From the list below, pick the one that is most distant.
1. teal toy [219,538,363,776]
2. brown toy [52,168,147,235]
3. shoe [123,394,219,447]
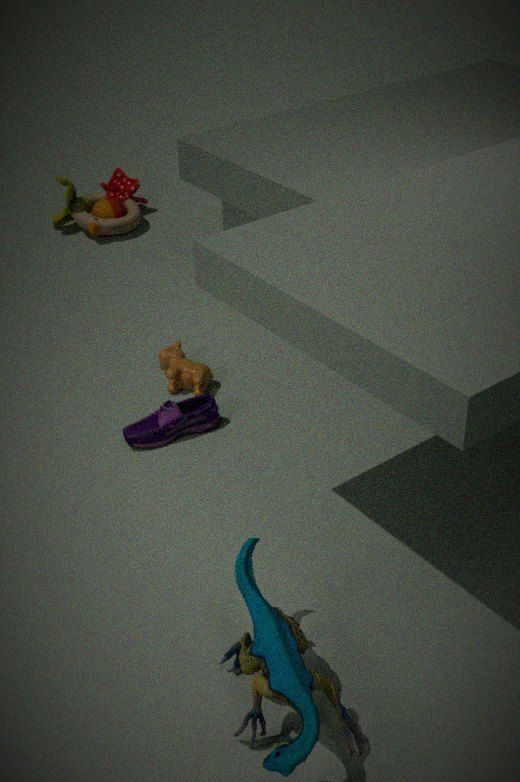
brown toy [52,168,147,235]
